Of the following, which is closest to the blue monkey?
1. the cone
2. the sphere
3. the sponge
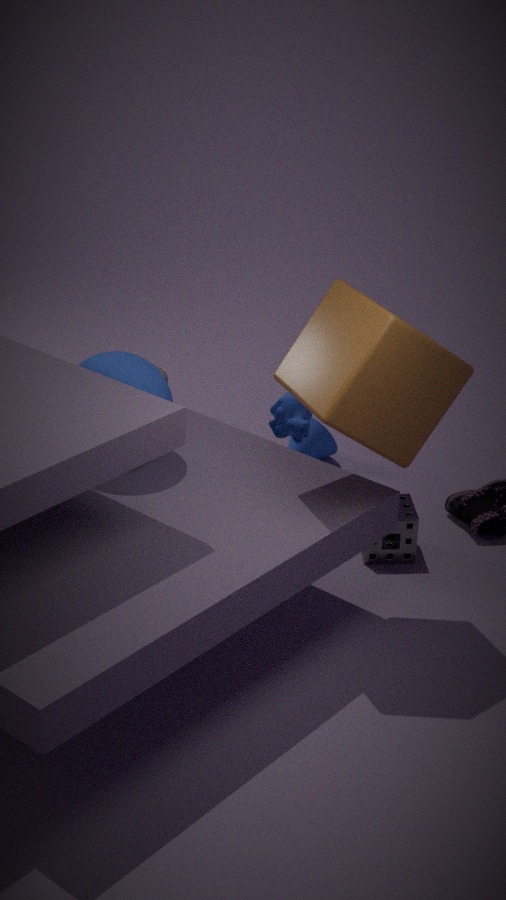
the sponge
